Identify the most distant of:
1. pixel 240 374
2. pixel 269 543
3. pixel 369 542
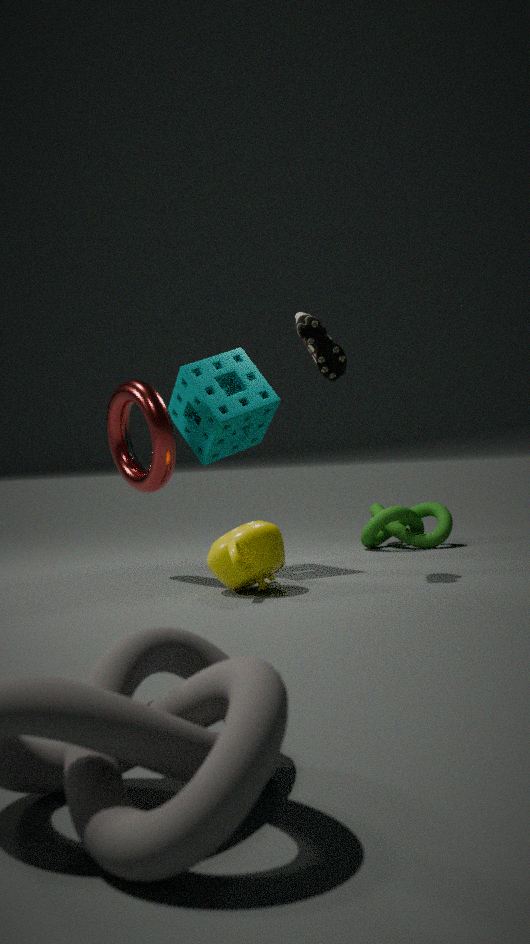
pixel 369 542
